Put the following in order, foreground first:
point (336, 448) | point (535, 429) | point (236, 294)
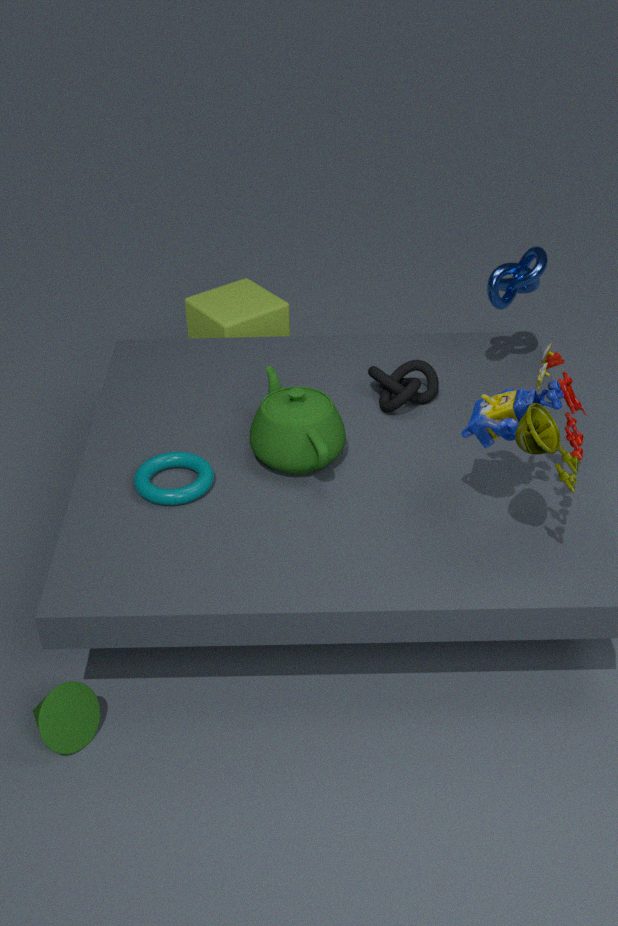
point (535, 429), point (336, 448), point (236, 294)
